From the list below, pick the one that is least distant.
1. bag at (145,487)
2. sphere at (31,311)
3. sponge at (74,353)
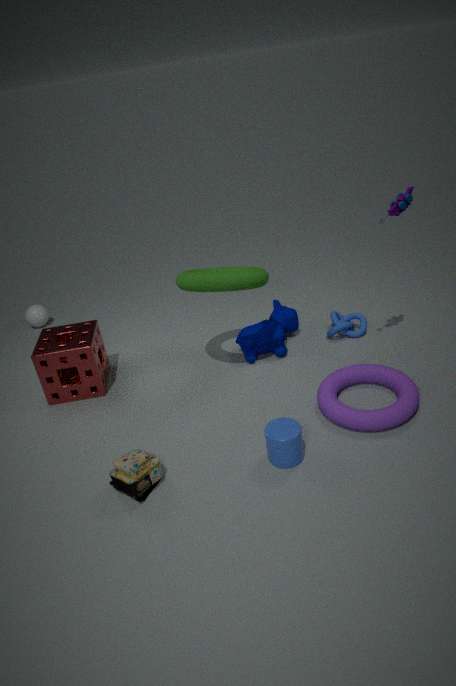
bag at (145,487)
